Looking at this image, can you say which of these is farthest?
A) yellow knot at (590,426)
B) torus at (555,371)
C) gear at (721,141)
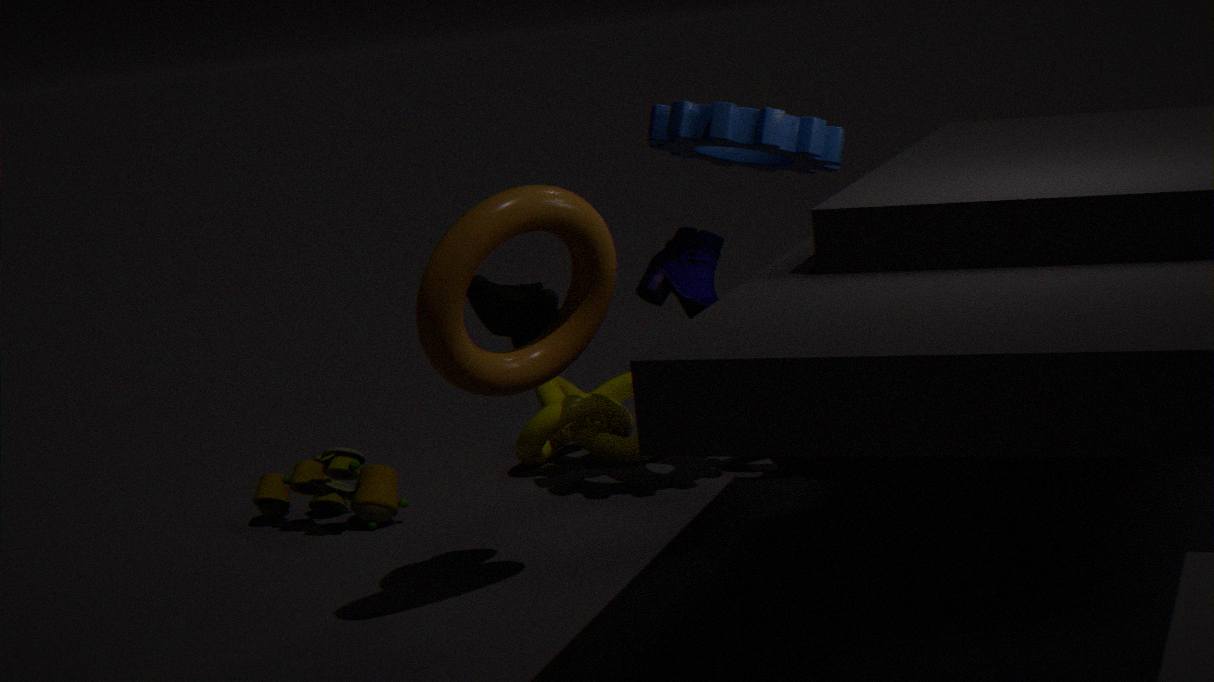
yellow knot at (590,426)
